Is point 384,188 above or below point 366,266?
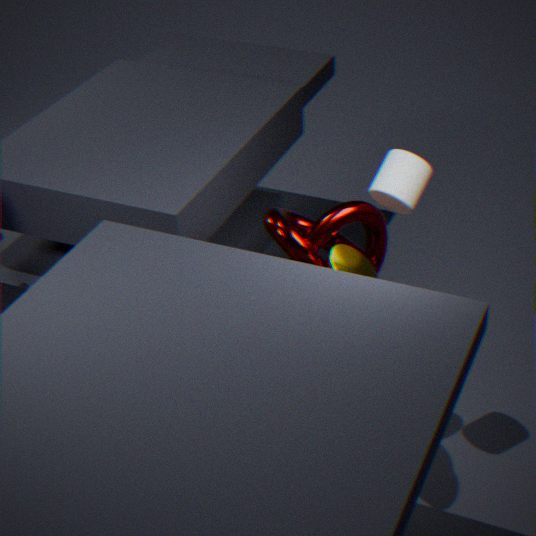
above
